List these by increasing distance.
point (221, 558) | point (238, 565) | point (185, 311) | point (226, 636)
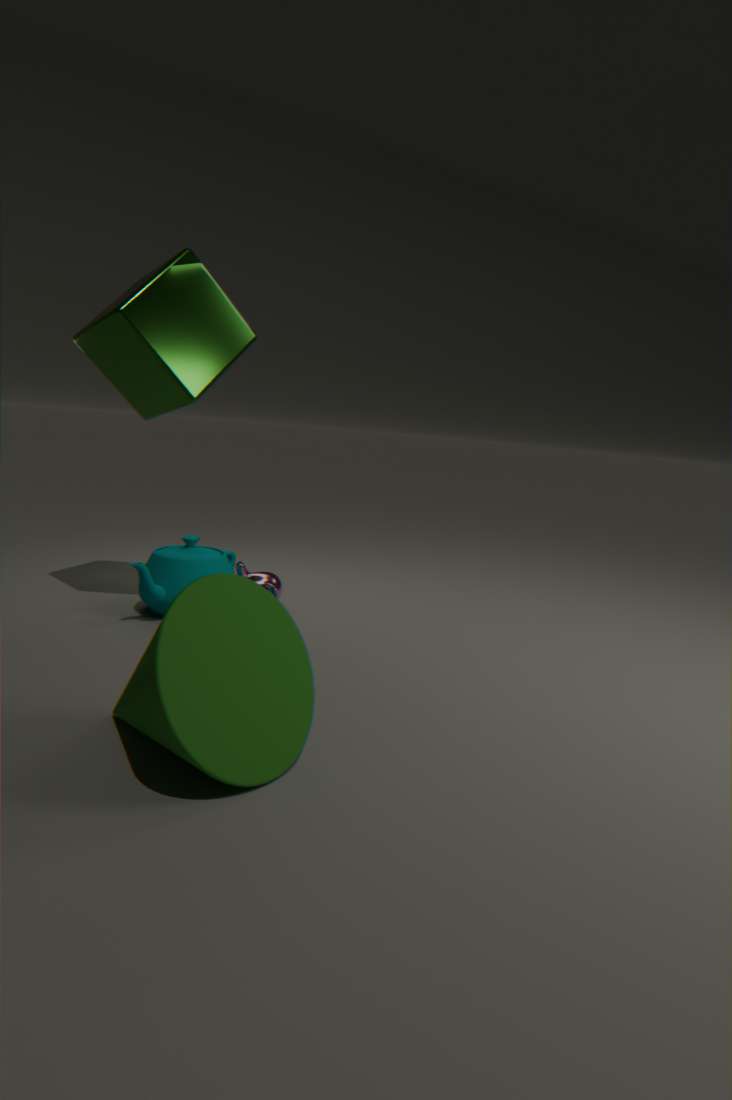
point (226, 636), point (185, 311), point (221, 558), point (238, 565)
